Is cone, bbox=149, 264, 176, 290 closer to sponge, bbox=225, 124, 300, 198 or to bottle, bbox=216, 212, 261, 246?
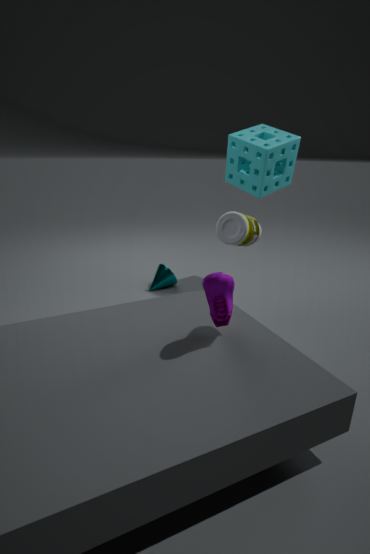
bottle, bbox=216, 212, 261, 246
